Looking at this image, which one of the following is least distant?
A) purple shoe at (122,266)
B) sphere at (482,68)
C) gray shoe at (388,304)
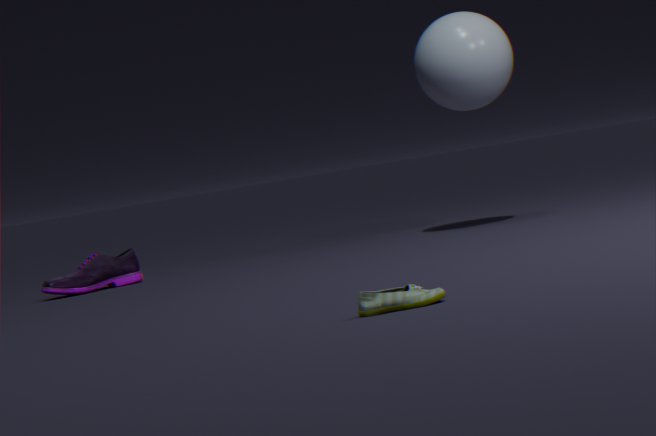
gray shoe at (388,304)
